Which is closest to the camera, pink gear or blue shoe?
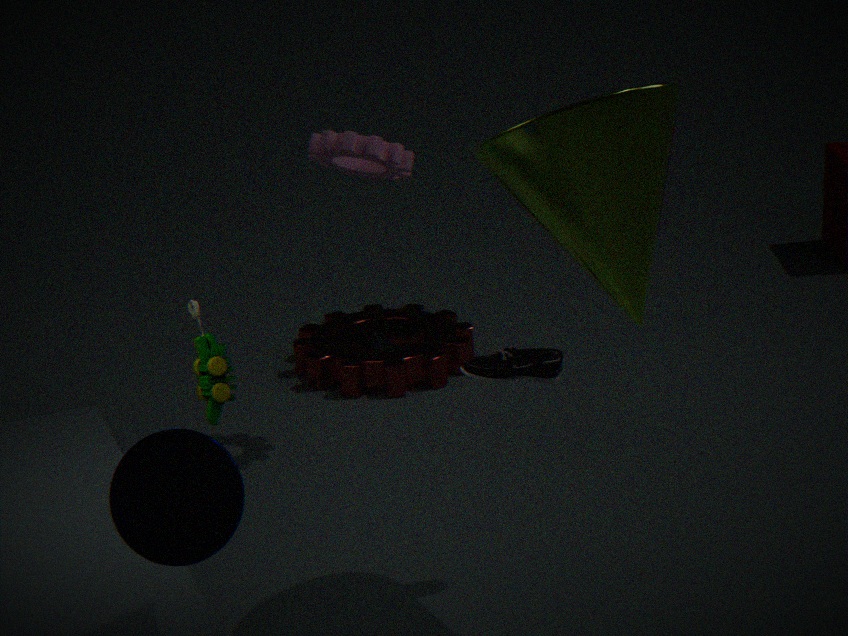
pink gear
